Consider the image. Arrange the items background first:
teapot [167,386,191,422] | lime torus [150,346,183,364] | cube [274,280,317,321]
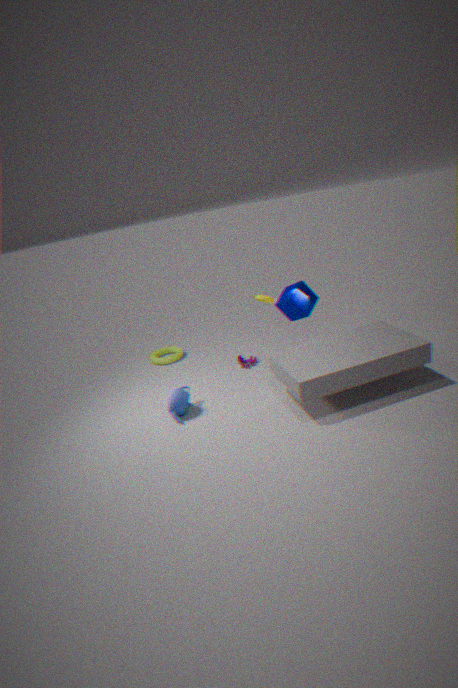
lime torus [150,346,183,364], cube [274,280,317,321], teapot [167,386,191,422]
